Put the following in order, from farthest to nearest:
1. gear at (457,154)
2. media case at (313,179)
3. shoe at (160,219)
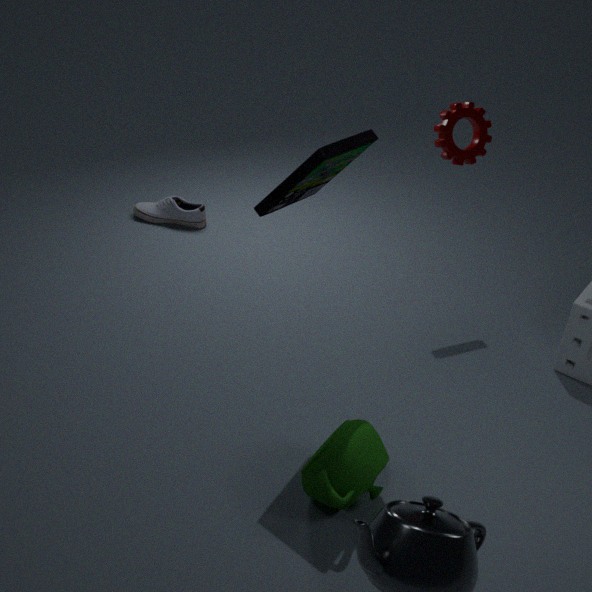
shoe at (160,219) < gear at (457,154) < media case at (313,179)
